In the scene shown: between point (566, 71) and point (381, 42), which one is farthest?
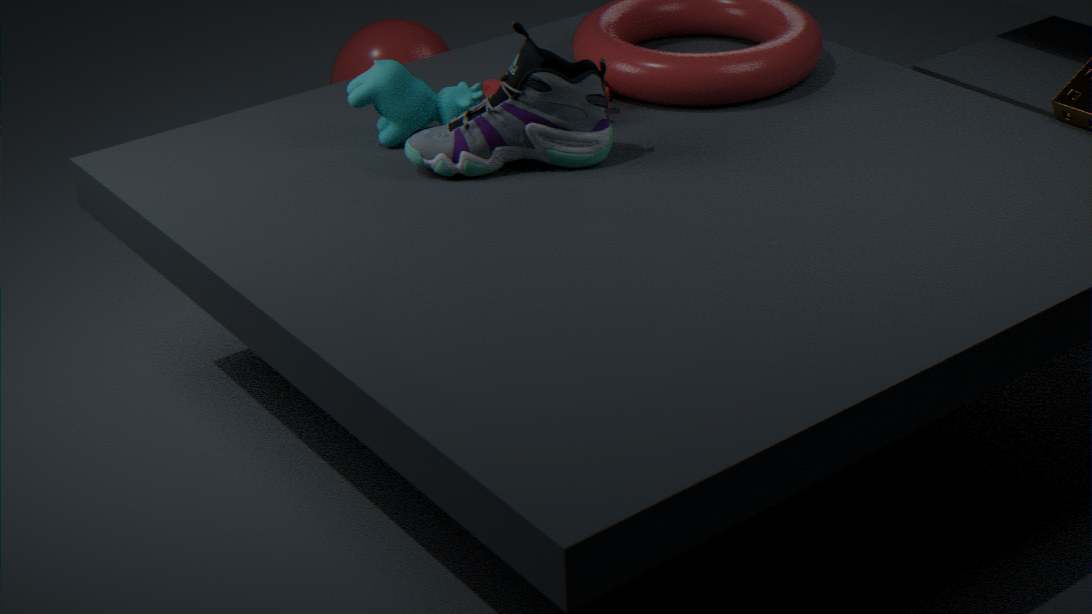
point (381, 42)
